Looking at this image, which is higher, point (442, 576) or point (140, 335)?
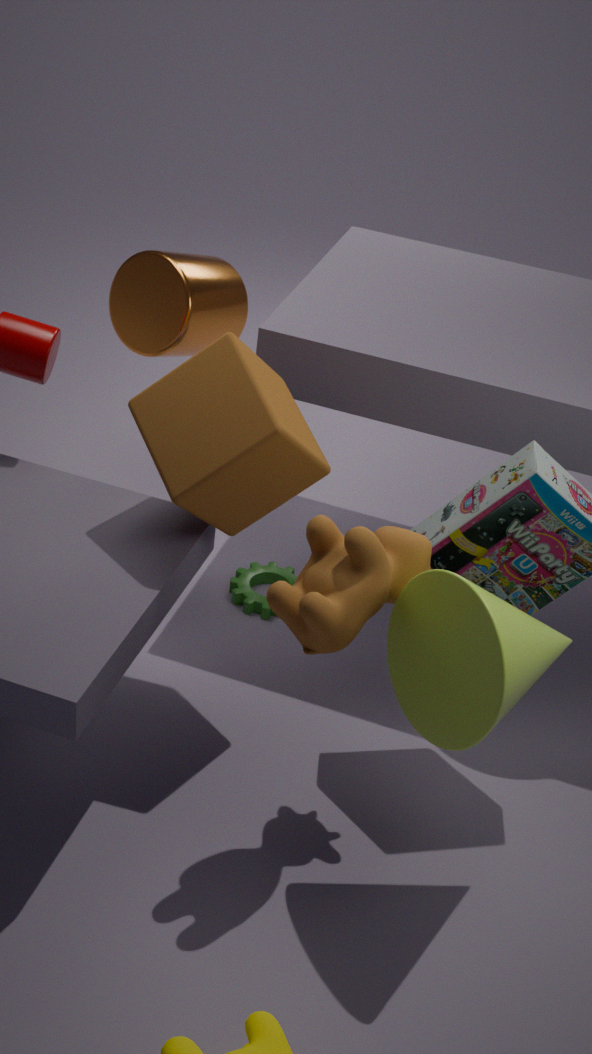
point (140, 335)
